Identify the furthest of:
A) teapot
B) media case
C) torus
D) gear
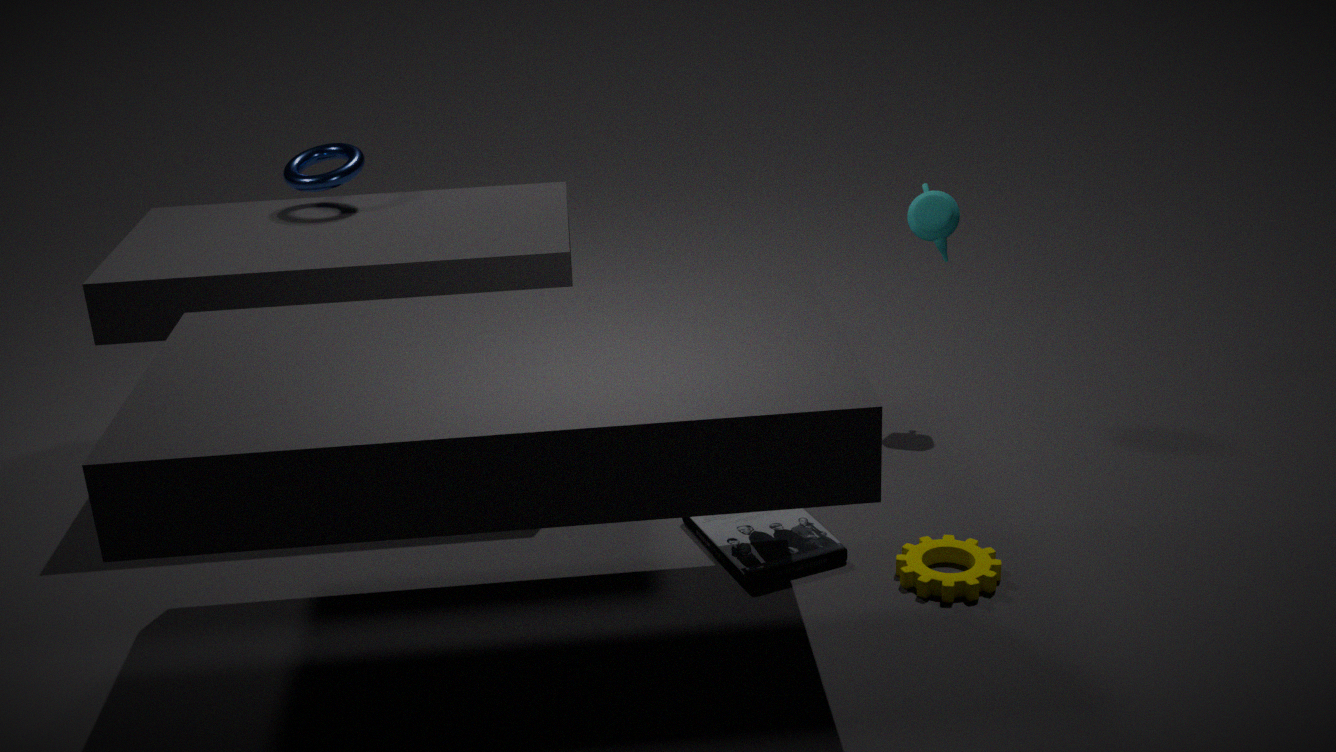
torus
